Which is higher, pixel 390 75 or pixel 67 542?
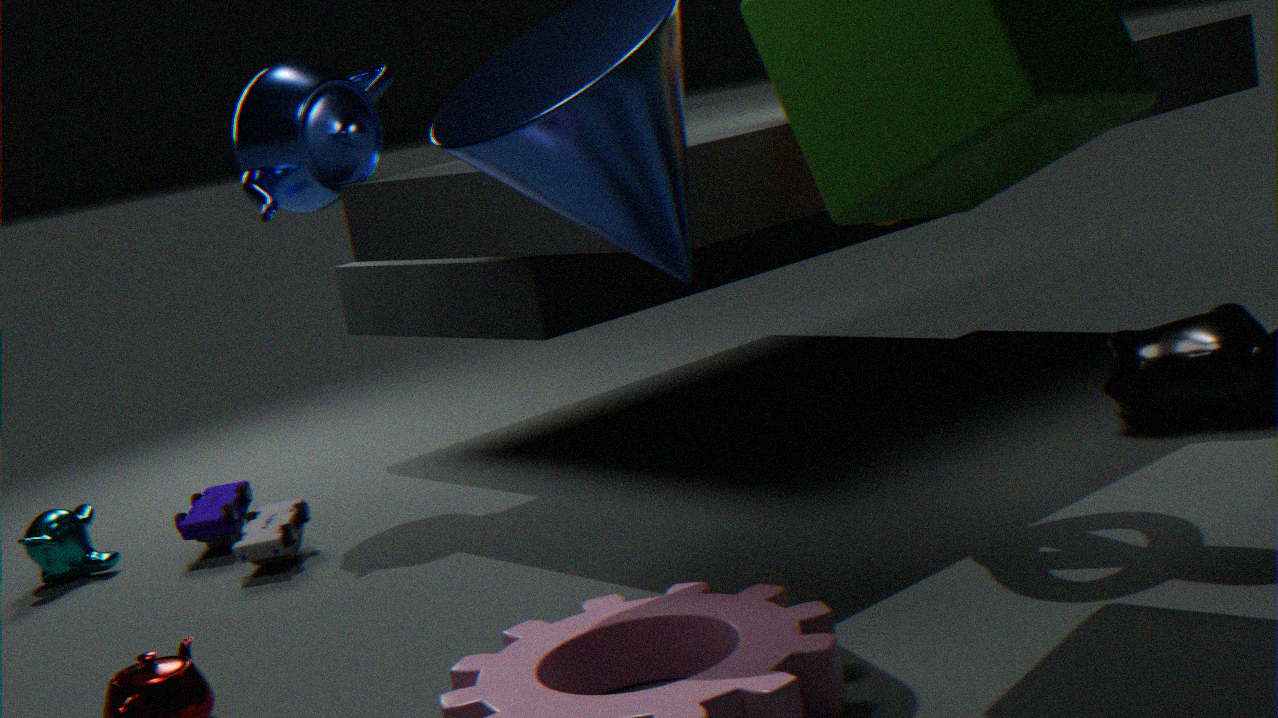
pixel 390 75
